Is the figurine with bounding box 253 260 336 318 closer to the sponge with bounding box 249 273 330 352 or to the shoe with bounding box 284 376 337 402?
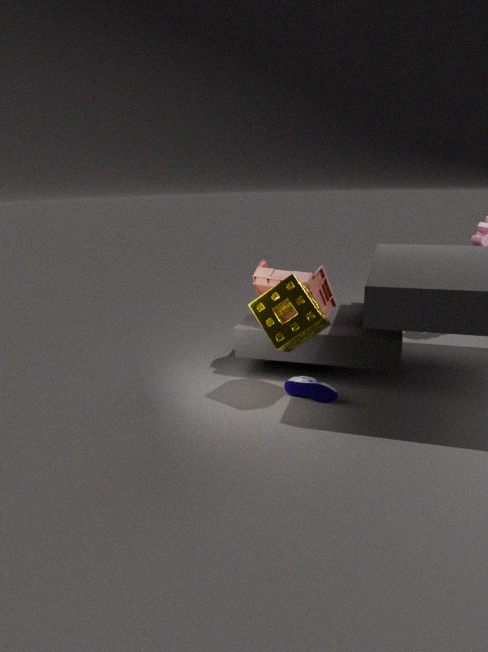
the sponge with bounding box 249 273 330 352
